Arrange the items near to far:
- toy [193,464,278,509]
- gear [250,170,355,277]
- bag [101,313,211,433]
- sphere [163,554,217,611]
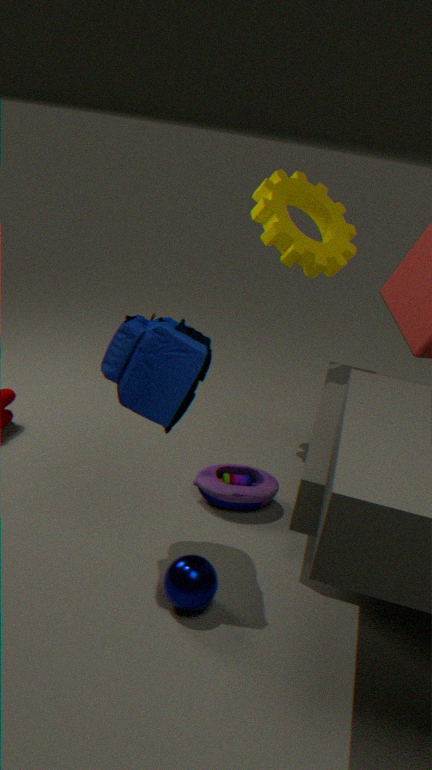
bag [101,313,211,433], sphere [163,554,217,611], toy [193,464,278,509], gear [250,170,355,277]
